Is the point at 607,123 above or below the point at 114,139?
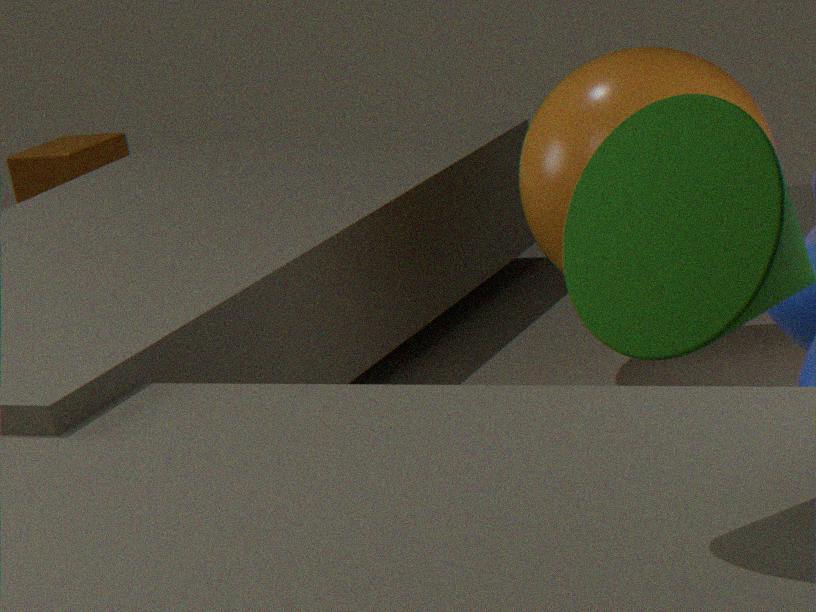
above
